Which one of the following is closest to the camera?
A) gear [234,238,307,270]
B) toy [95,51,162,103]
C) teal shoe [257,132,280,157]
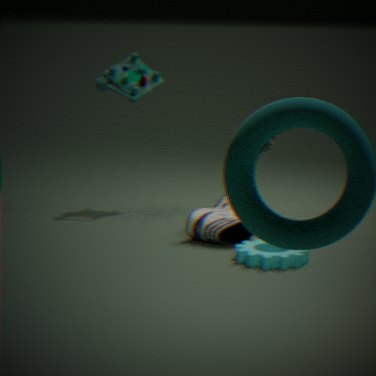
gear [234,238,307,270]
